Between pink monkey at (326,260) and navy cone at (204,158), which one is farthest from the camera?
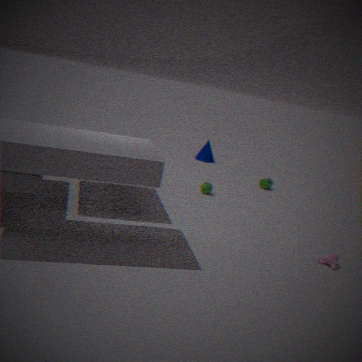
navy cone at (204,158)
